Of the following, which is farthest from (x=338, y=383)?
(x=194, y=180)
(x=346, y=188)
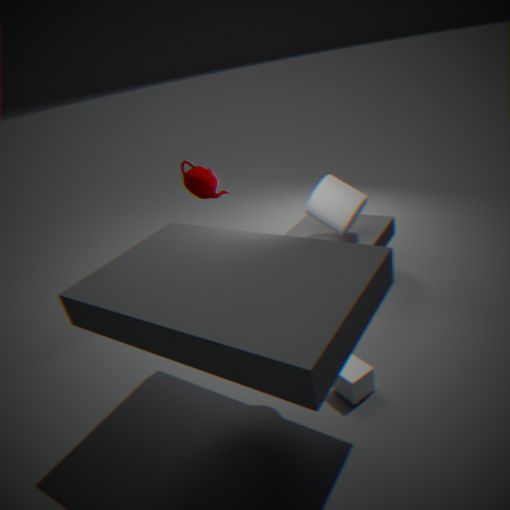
(x=194, y=180)
